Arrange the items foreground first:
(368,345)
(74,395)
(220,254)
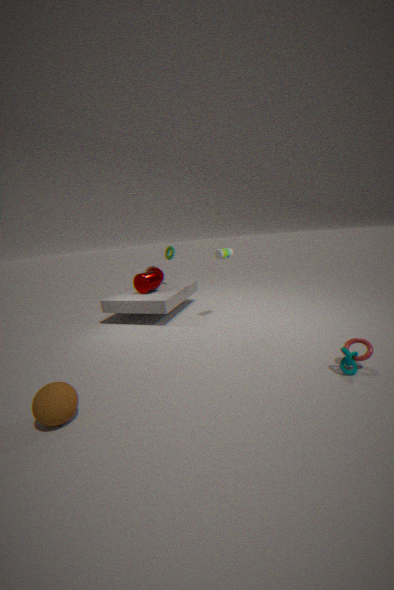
(74,395) → (368,345) → (220,254)
